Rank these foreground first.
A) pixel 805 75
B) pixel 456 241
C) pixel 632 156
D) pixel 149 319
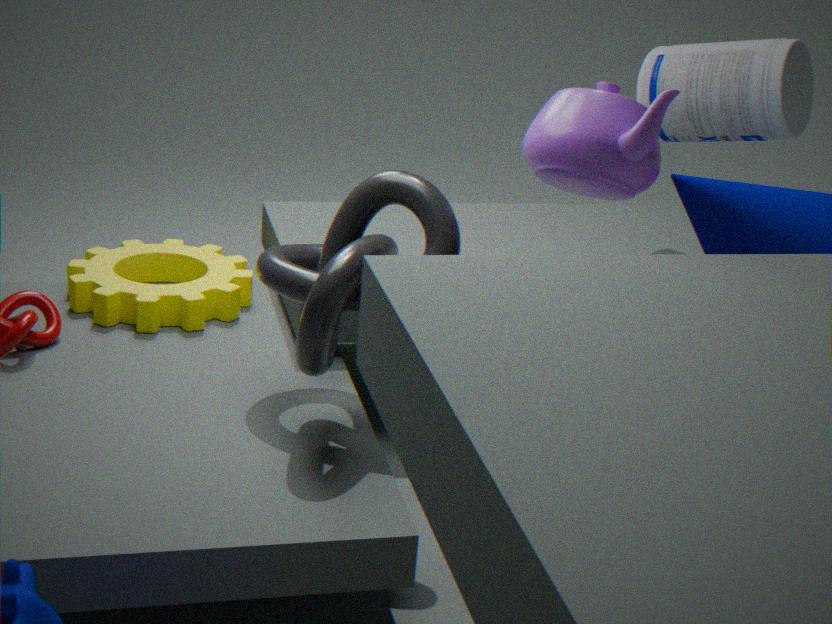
pixel 632 156 < pixel 456 241 < pixel 149 319 < pixel 805 75
